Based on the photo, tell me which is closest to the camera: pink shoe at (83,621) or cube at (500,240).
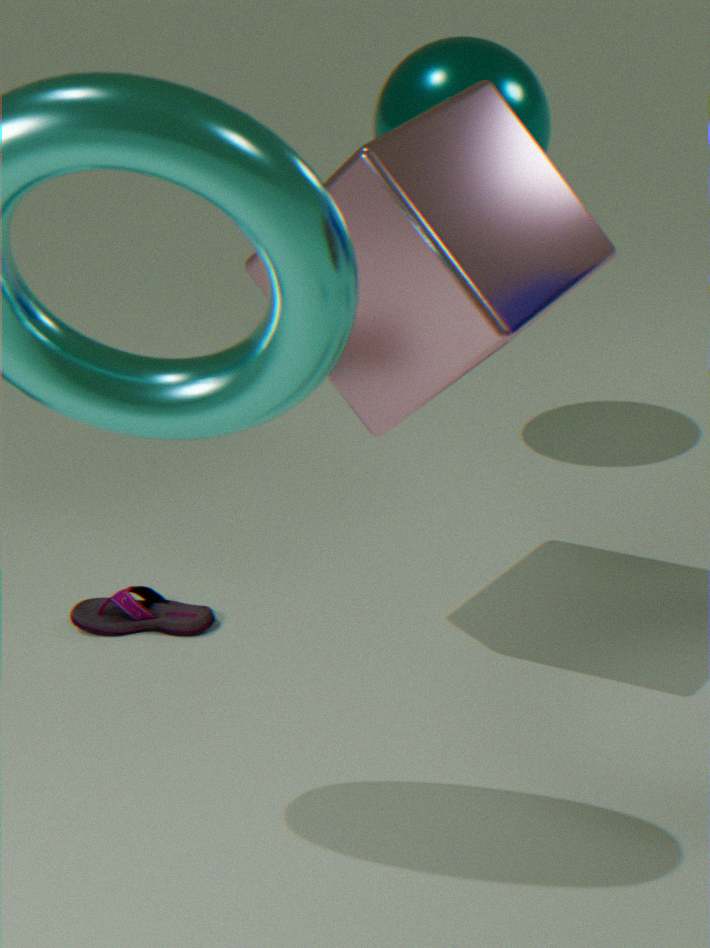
cube at (500,240)
